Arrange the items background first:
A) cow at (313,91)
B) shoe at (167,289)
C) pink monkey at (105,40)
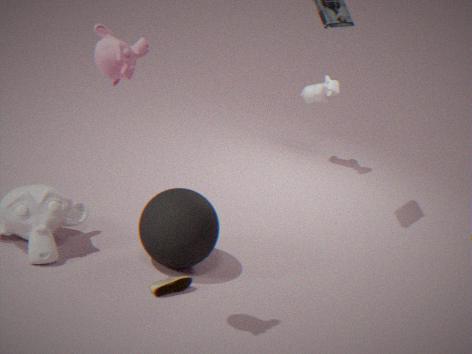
cow at (313,91) → shoe at (167,289) → pink monkey at (105,40)
